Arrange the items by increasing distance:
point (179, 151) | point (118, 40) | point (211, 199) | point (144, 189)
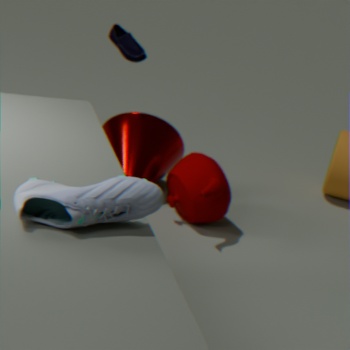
point (144, 189), point (211, 199), point (118, 40), point (179, 151)
